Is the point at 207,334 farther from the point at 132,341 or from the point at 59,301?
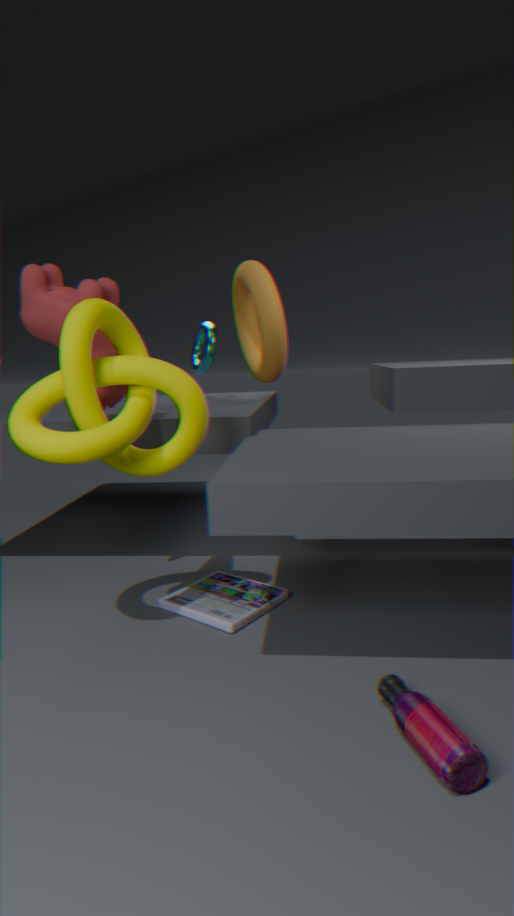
the point at 132,341
